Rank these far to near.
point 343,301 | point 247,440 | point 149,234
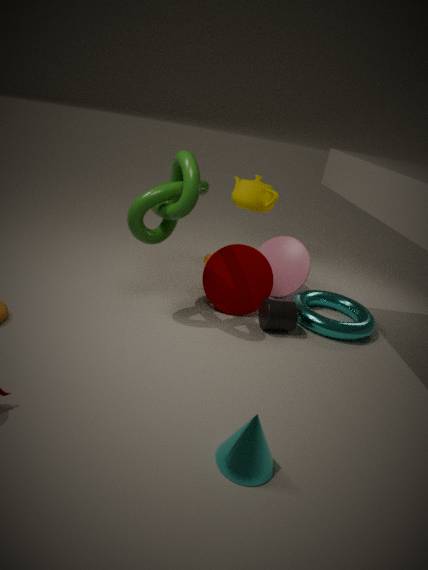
point 343,301 → point 149,234 → point 247,440
